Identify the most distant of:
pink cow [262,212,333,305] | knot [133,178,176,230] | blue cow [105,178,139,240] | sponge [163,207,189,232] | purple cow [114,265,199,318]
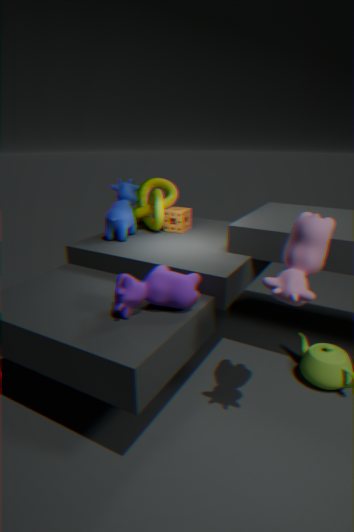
sponge [163,207,189,232]
